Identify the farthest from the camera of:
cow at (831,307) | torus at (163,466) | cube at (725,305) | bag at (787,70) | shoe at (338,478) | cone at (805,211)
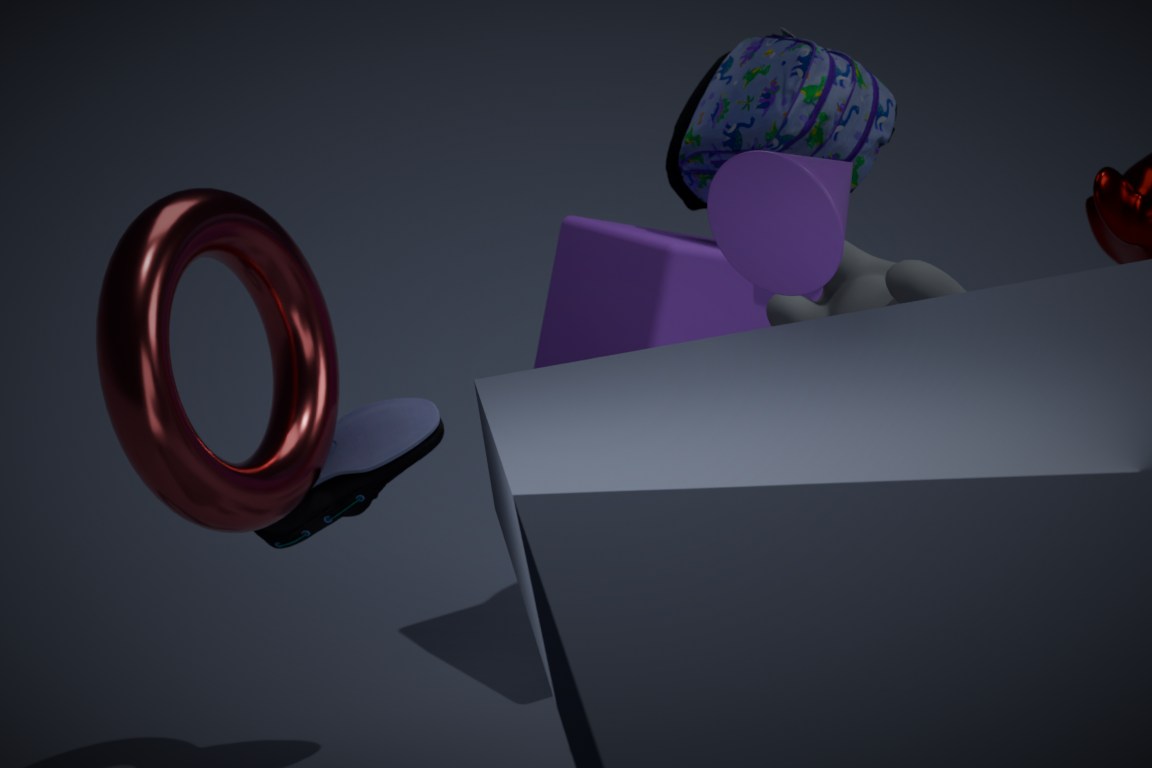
cube at (725,305)
